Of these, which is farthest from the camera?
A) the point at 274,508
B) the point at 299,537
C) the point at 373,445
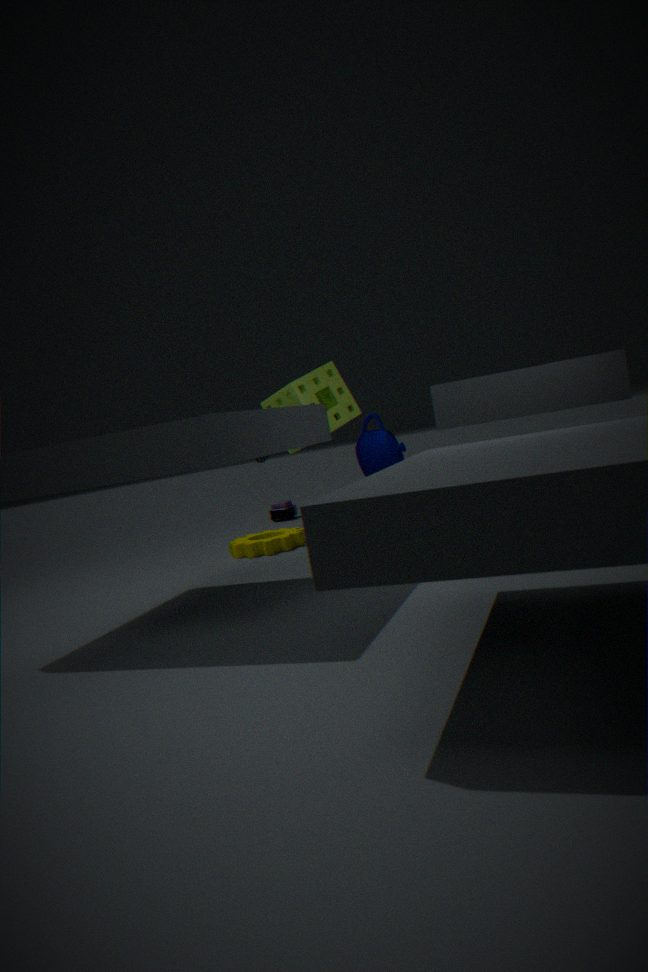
the point at 274,508
